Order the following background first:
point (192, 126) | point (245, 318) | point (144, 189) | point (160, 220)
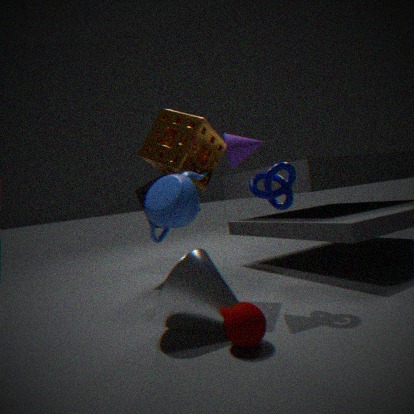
point (144, 189) < point (192, 126) < point (160, 220) < point (245, 318)
